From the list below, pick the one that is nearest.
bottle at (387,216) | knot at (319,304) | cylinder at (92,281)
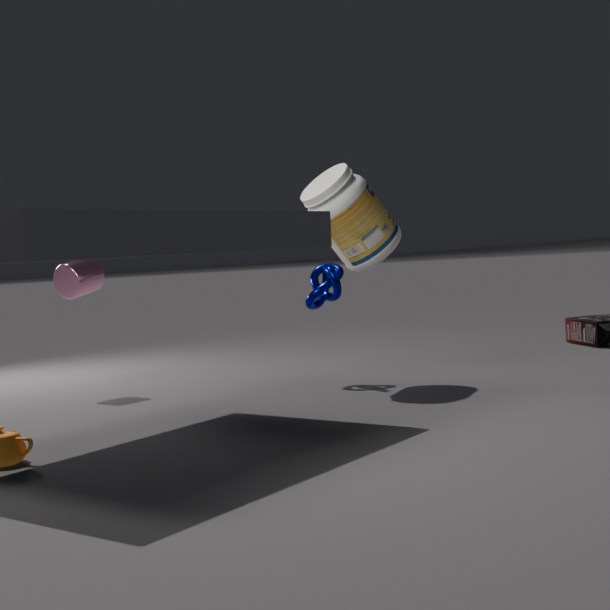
bottle at (387,216)
